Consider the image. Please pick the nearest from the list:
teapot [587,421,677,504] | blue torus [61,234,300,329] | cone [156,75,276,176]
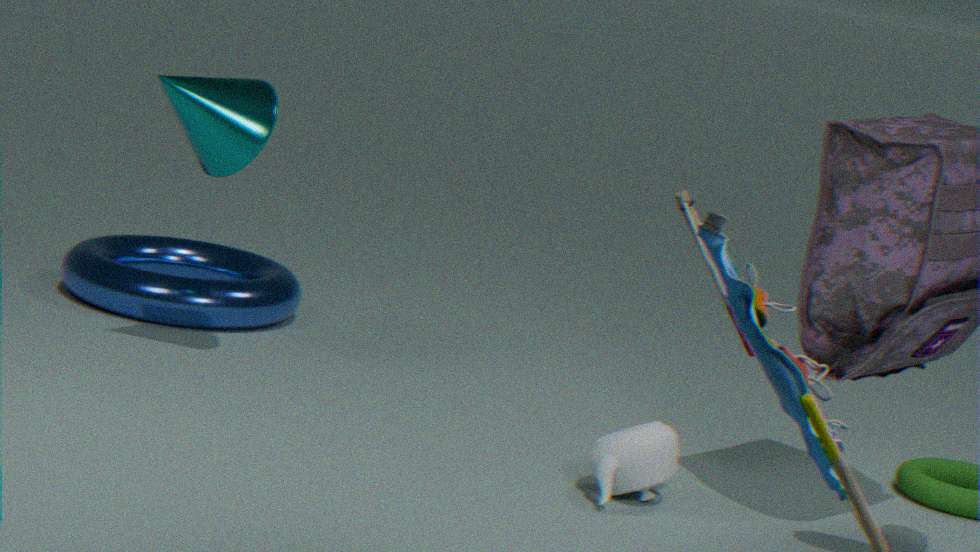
teapot [587,421,677,504]
